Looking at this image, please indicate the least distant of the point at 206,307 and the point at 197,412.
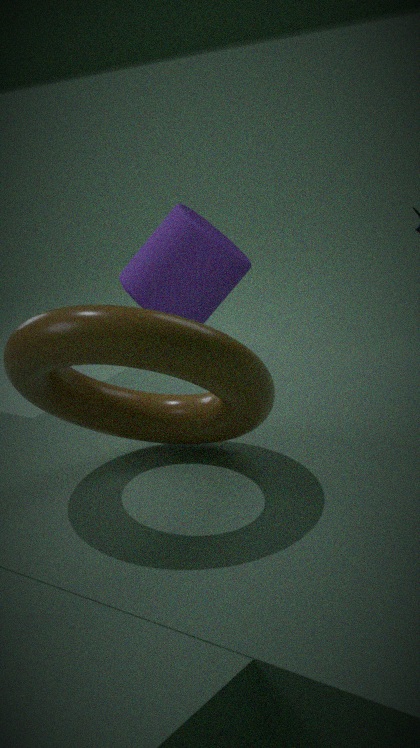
the point at 197,412
